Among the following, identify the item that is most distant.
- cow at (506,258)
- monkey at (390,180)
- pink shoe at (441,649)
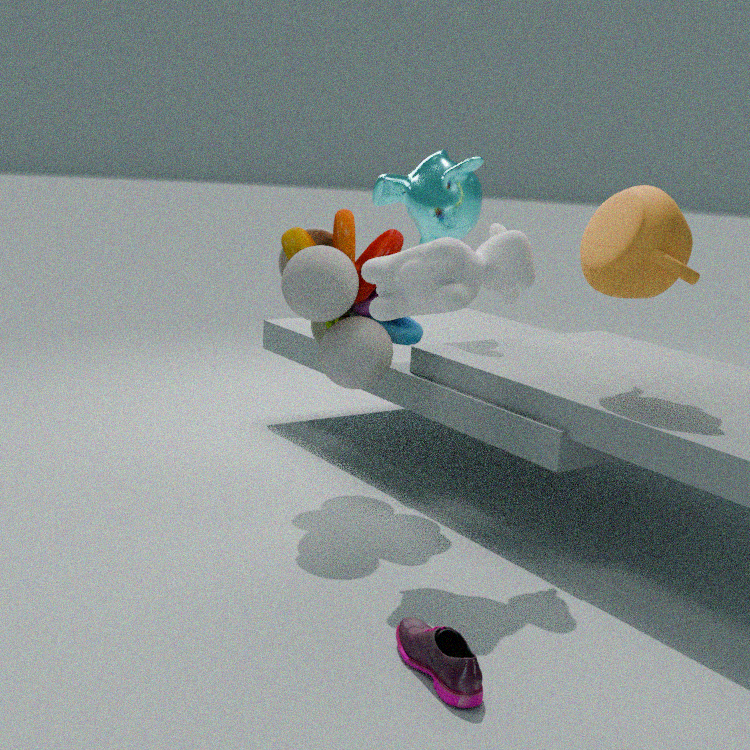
monkey at (390,180)
